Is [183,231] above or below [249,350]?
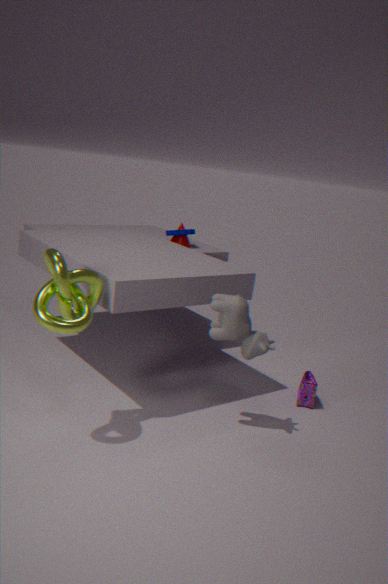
above
